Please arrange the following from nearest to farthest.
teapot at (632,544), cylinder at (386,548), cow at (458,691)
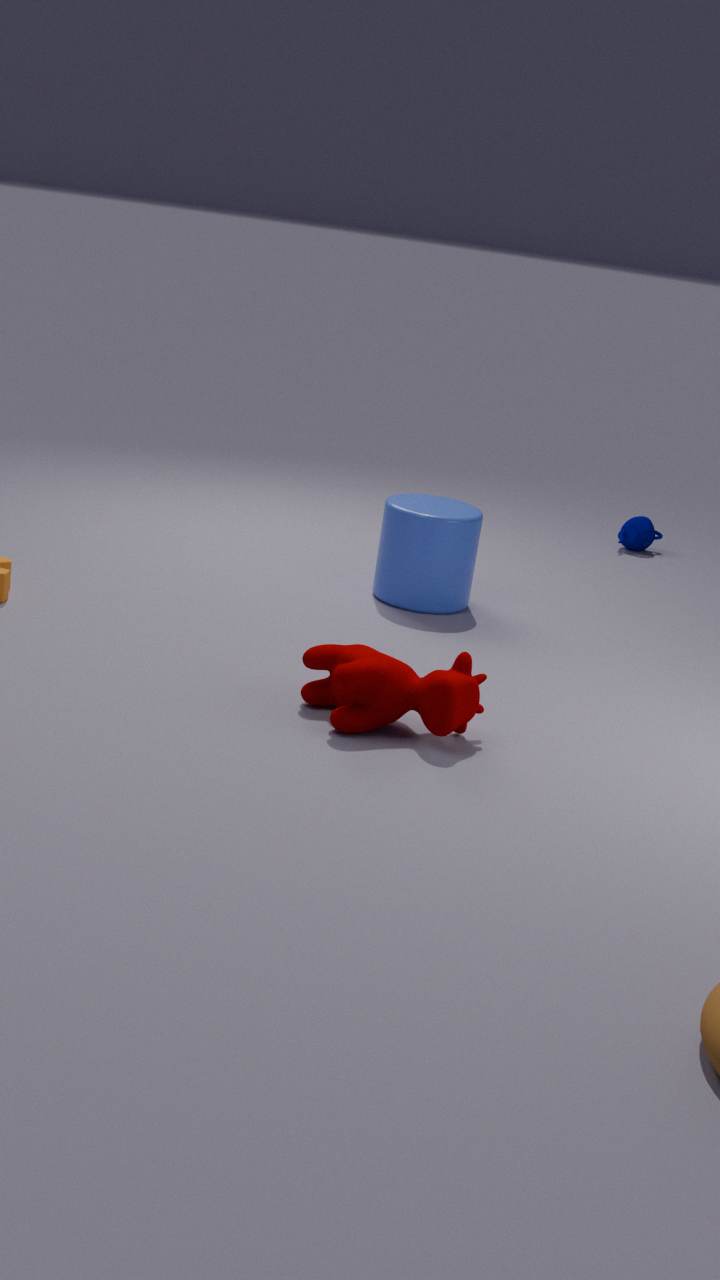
cow at (458,691)
cylinder at (386,548)
teapot at (632,544)
